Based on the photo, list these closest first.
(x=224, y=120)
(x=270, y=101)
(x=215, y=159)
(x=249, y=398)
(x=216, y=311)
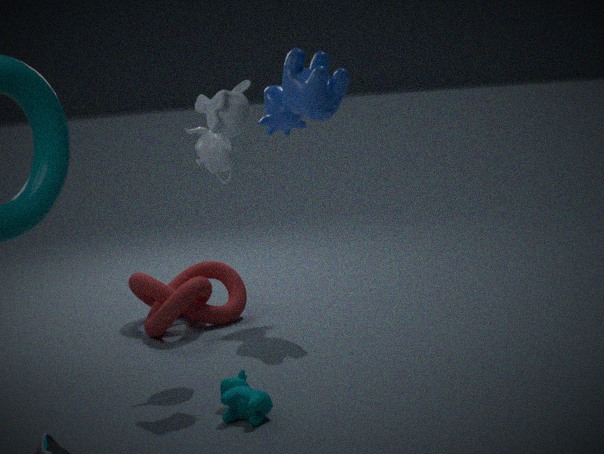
(x=249, y=398), (x=224, y=120), (x=215, y=159), (x=216, y=311), (x=270, y=101)
